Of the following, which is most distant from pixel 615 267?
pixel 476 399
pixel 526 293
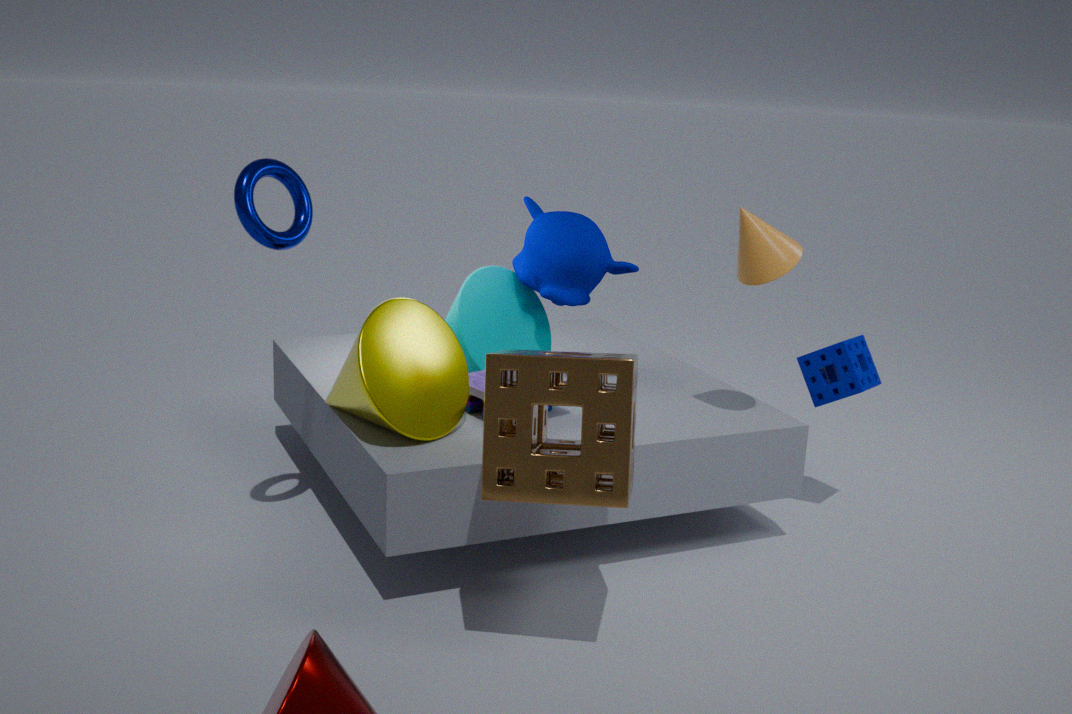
pixel 476 399
